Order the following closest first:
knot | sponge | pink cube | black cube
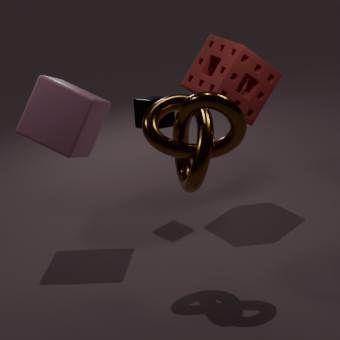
knot → pink cube → sponge → black cube
